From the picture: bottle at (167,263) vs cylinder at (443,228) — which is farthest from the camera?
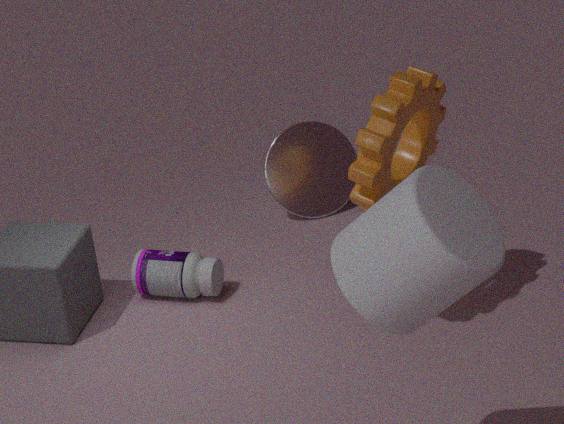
bottle at (167,263)
